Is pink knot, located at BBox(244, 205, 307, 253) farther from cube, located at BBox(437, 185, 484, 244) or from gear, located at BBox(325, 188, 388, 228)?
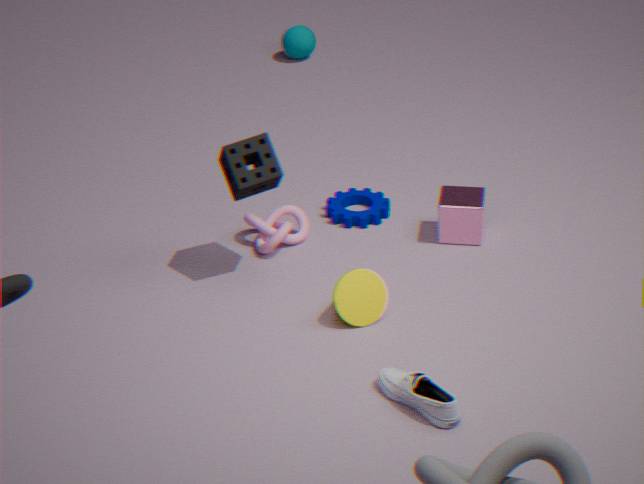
cube, located at BBox(437, 185, 484, 244)
